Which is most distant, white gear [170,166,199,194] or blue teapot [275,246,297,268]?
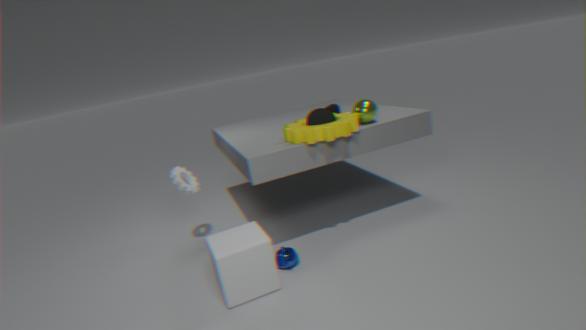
white gear [170,166,199,194]
